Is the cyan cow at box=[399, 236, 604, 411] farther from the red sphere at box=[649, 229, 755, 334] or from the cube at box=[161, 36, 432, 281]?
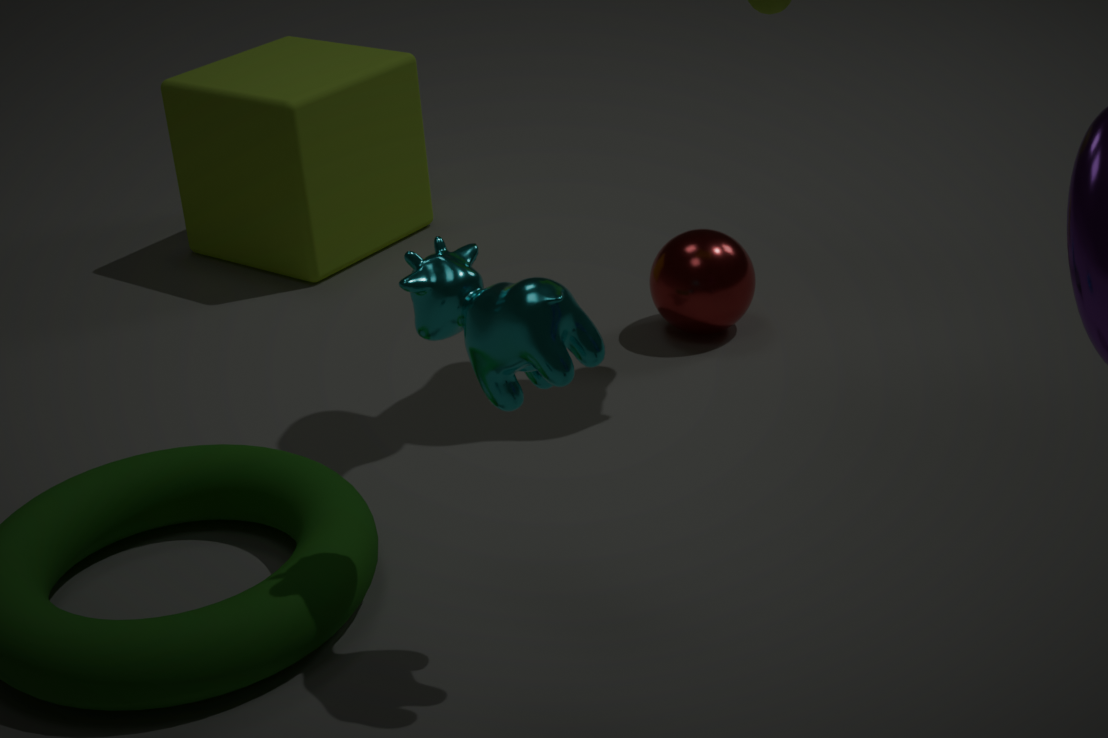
the cube at box=[161, 36, 432, 281]
